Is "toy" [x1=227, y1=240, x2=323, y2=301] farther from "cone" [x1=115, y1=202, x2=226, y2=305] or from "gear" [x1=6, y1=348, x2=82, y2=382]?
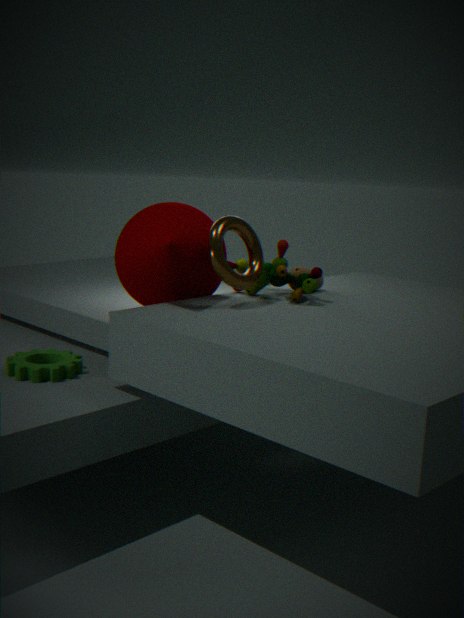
"gear" [x1=6, y1=348, x2=82, y2=382]
